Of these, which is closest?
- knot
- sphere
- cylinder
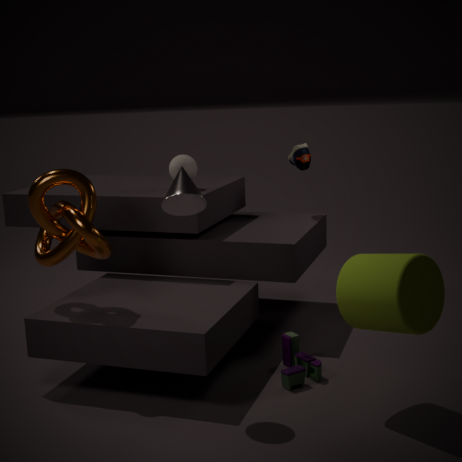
cylinder
